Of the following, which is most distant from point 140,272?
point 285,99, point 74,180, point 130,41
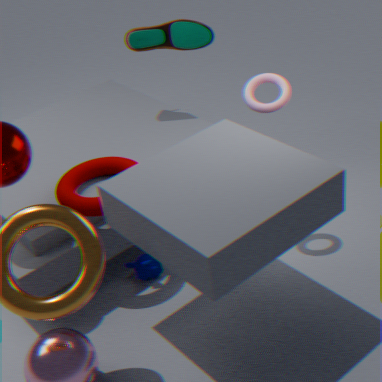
point 130,41
